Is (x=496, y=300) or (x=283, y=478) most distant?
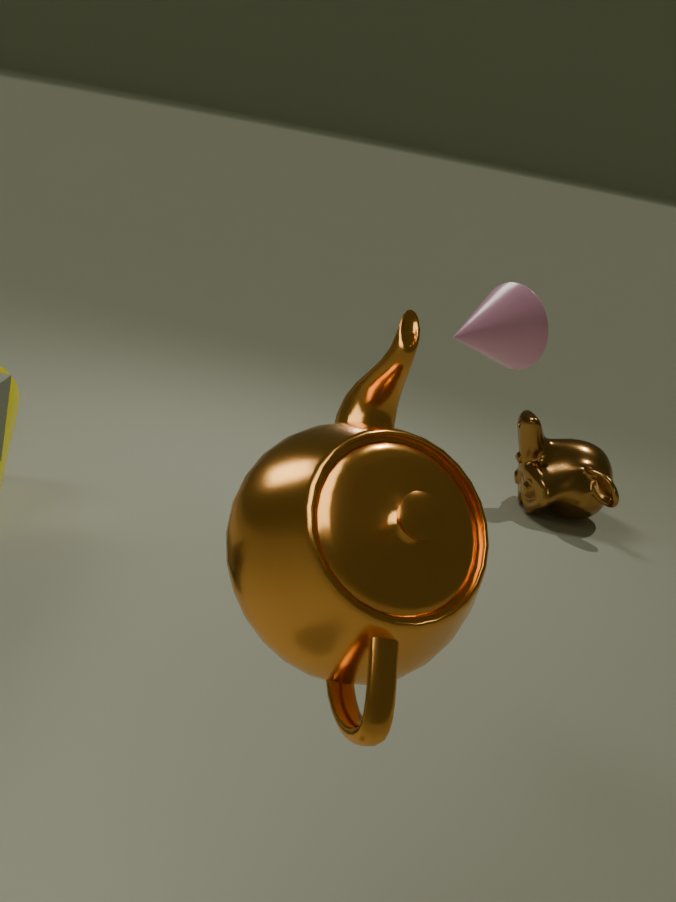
(x=496, y=300)
